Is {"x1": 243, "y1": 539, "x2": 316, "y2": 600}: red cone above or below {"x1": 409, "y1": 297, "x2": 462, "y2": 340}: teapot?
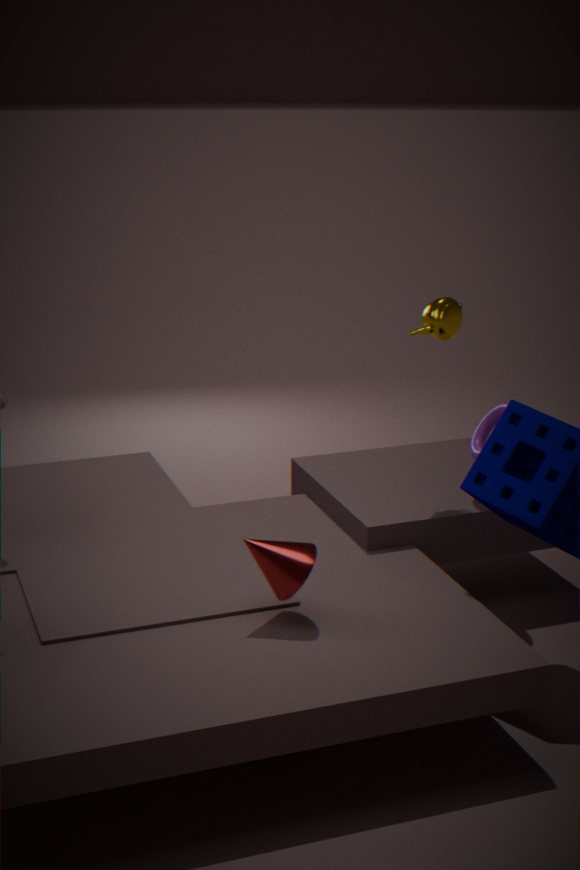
below
